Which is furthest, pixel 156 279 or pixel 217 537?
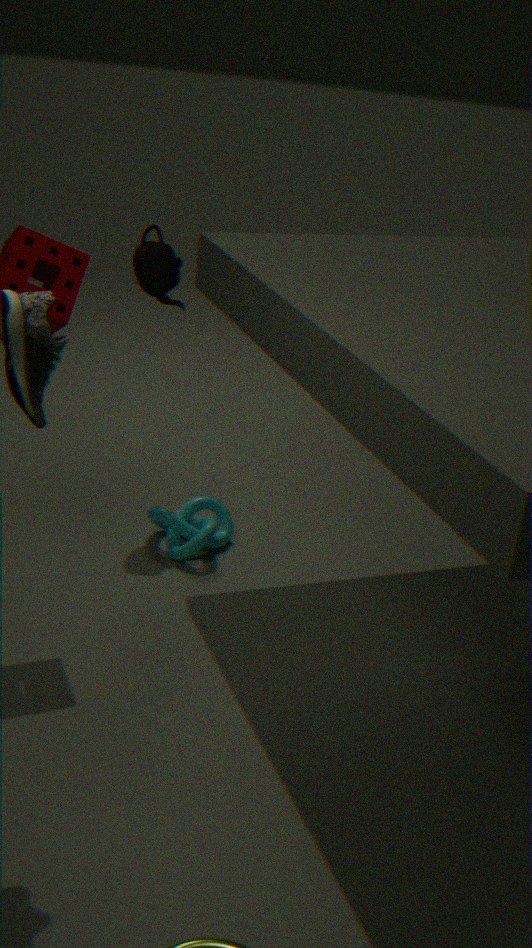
pixel 217 537
